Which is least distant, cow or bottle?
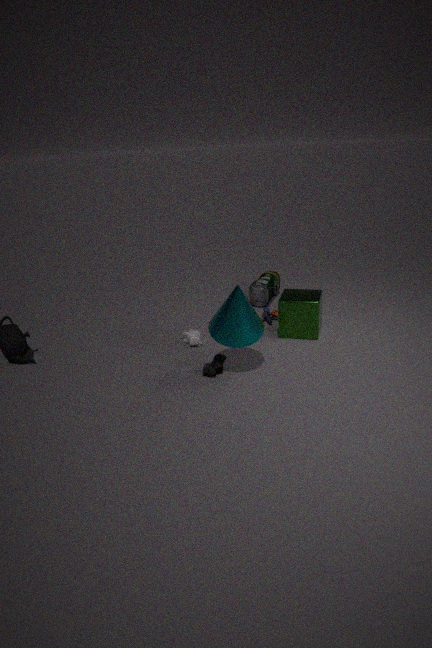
cow
